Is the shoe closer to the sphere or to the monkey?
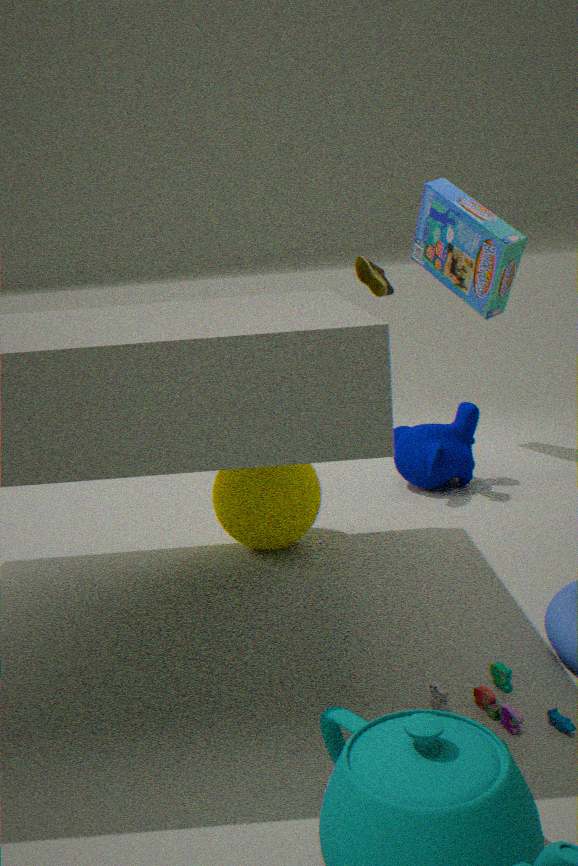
the monkey
